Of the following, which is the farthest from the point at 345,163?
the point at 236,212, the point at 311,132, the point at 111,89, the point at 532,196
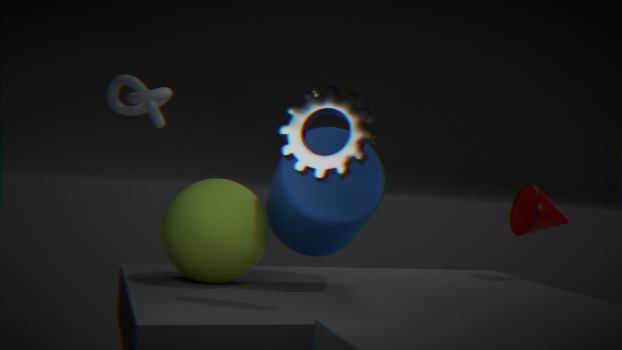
the point at 532,196
